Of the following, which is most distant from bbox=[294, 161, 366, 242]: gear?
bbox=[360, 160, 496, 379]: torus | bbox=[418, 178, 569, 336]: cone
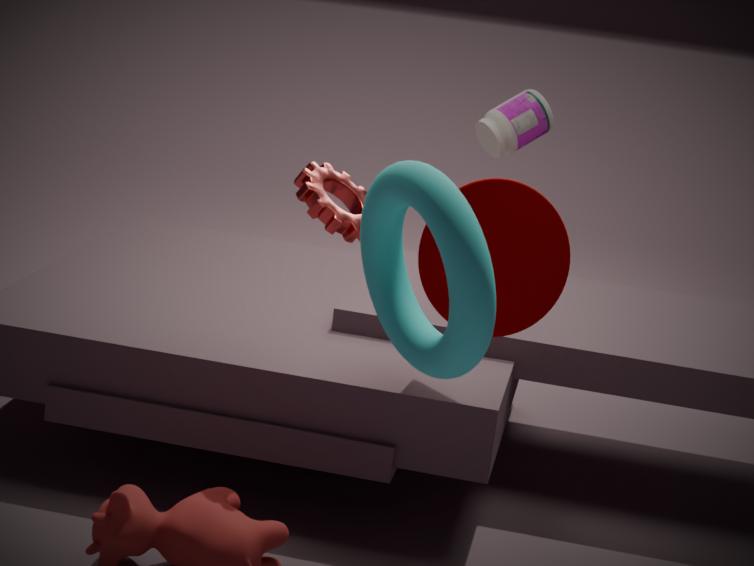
bbox=[360, 160, 496, 379]: torus
